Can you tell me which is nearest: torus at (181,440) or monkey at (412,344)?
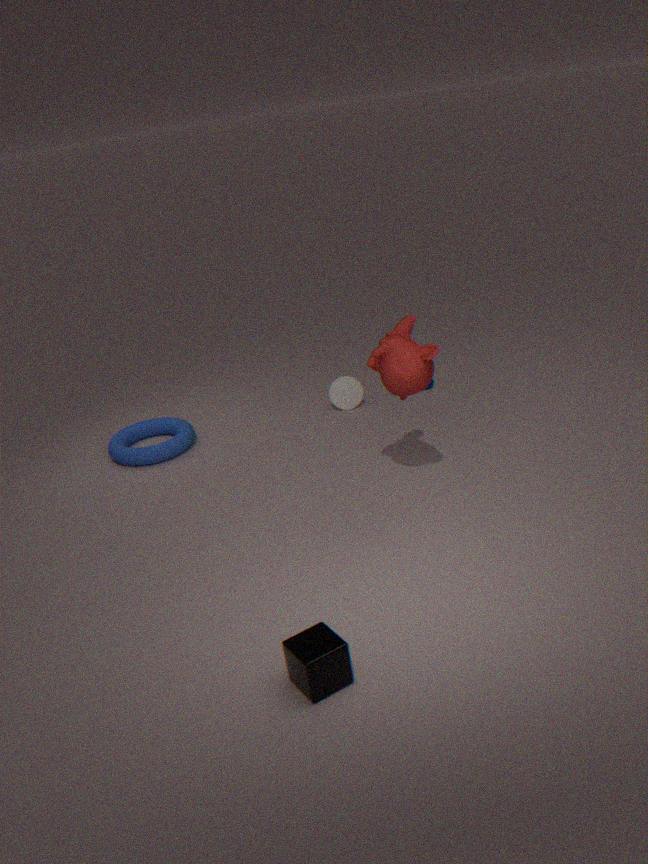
monkey at (412,344)
